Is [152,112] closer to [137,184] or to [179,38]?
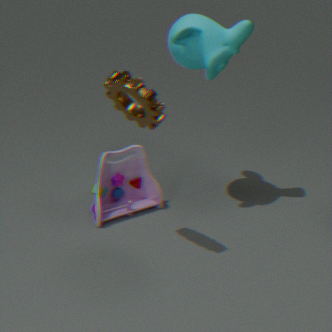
[179,38]
